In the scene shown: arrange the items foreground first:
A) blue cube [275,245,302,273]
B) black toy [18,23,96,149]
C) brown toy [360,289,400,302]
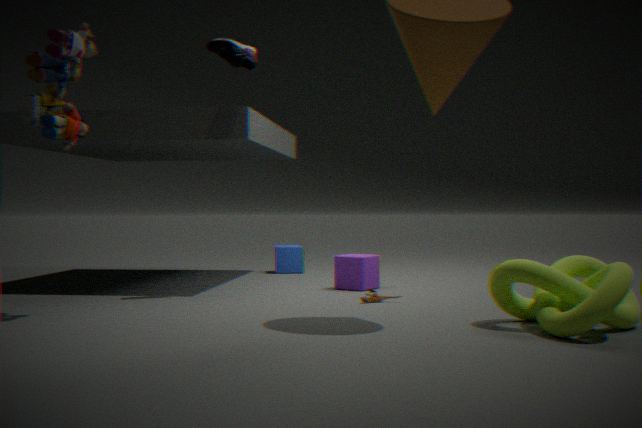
black toy [18,23,96,149] < brown toy [360,289,400,302] < blue cube [275,245,302,273]
